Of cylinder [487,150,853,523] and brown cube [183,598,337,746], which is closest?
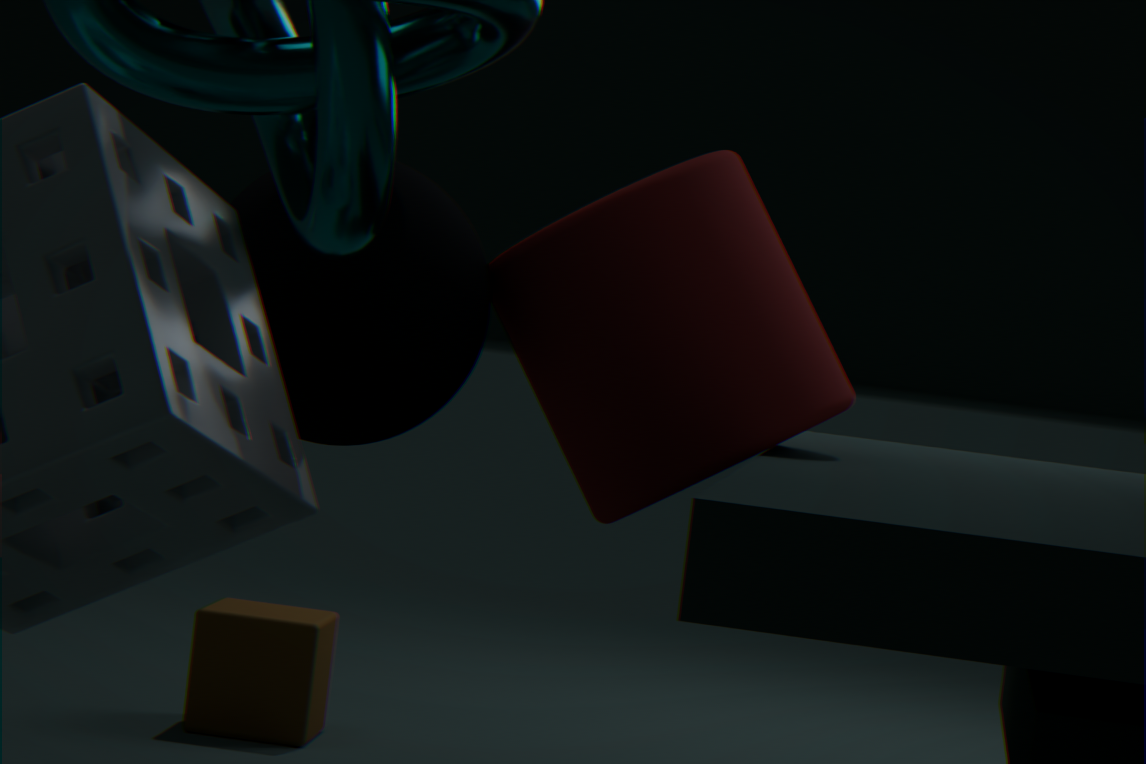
cylinder [487,150,853,523]
